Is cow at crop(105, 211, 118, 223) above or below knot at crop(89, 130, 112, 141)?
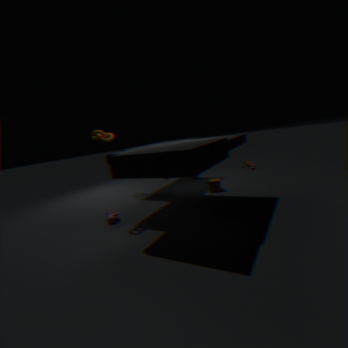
below
